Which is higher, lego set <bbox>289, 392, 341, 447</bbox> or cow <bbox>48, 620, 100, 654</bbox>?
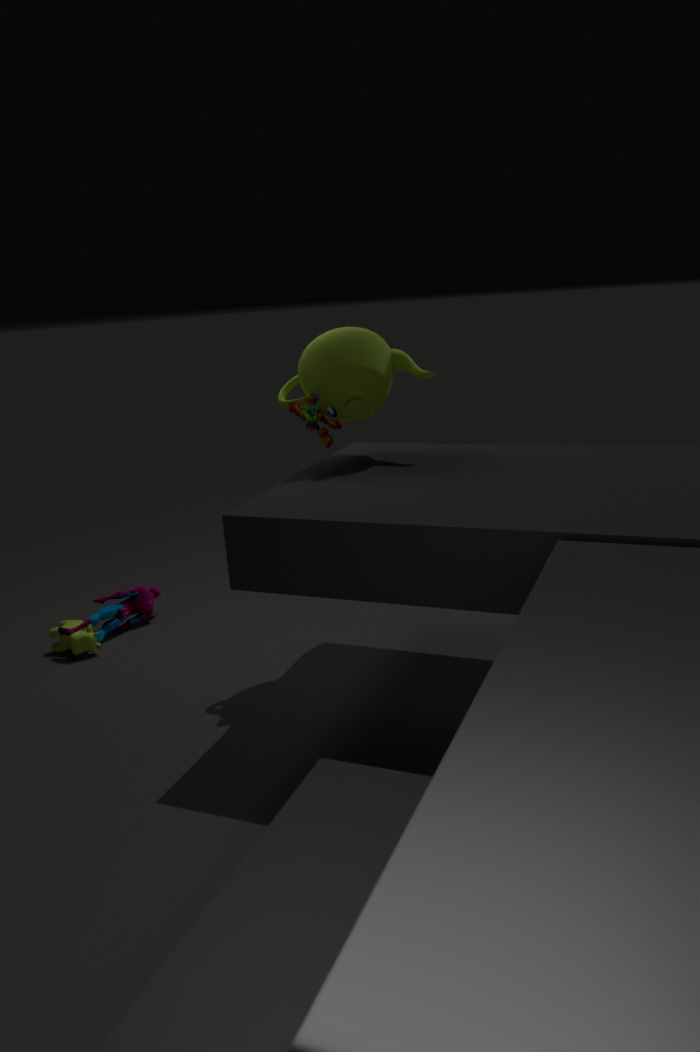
lego set <bbox>289, 392, 341, 447</bbox>
